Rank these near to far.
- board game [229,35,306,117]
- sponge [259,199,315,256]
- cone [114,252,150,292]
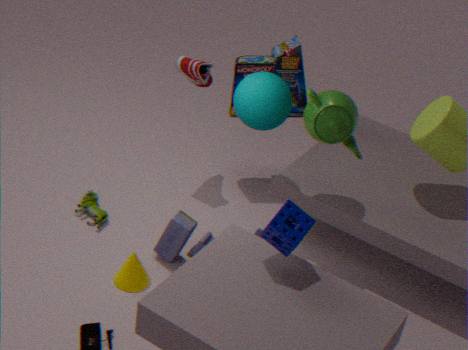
sponge [259,199,315,256]
cone [114,252,150,292]
board game [229,35,306,117]
